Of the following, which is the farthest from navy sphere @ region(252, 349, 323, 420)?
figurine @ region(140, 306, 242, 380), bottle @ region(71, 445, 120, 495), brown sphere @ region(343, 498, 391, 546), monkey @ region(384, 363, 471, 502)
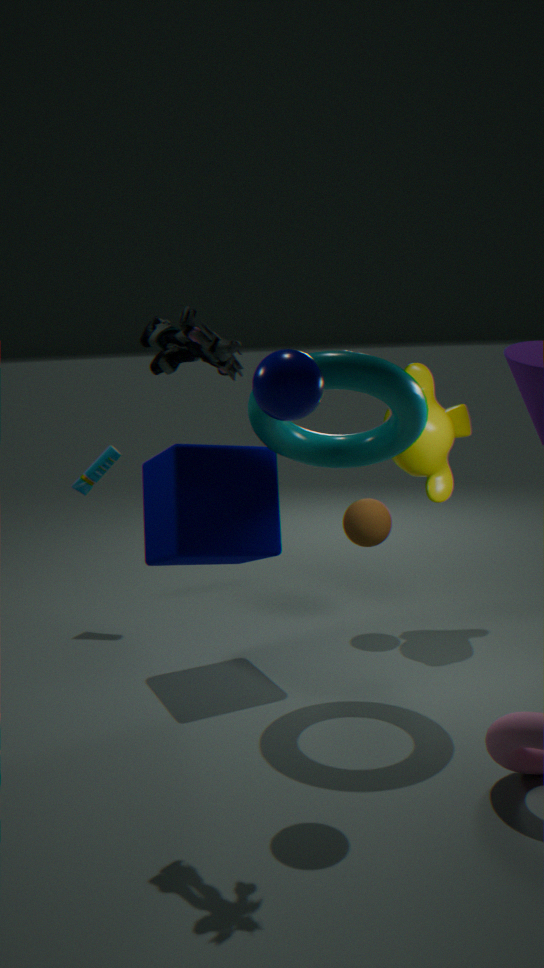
bottle @ region(71, 445, 120, 495)
